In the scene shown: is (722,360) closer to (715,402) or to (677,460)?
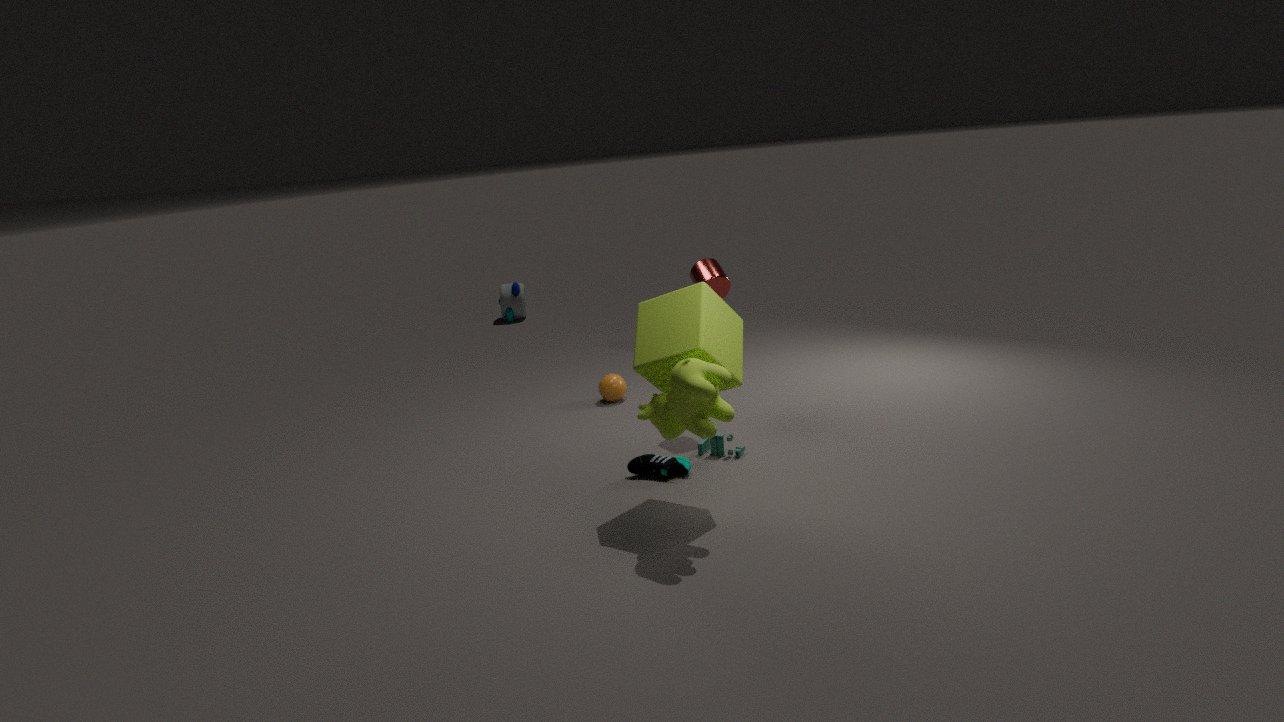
(715,402)
